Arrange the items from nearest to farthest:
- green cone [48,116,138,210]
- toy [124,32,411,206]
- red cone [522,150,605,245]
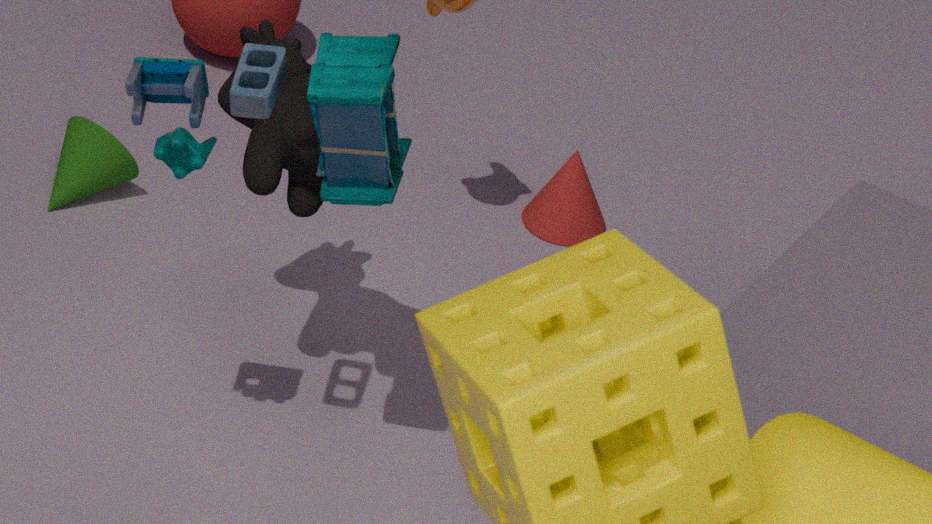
toy [124,32,411,206]
green cone [48,116,138,210]
red cone [522,150,605,245]
